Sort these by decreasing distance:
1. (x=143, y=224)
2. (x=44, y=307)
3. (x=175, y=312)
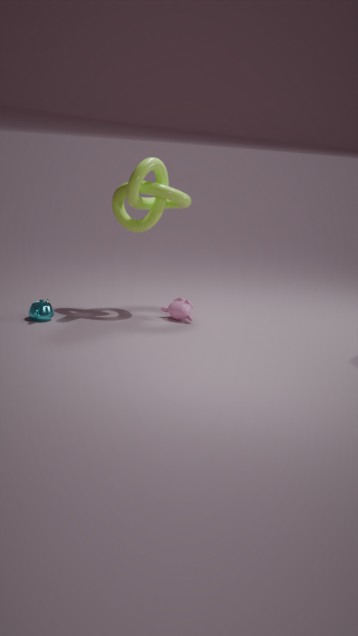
(x=175, y=312) < (x=143, y=224) < (x=44, y=307)
